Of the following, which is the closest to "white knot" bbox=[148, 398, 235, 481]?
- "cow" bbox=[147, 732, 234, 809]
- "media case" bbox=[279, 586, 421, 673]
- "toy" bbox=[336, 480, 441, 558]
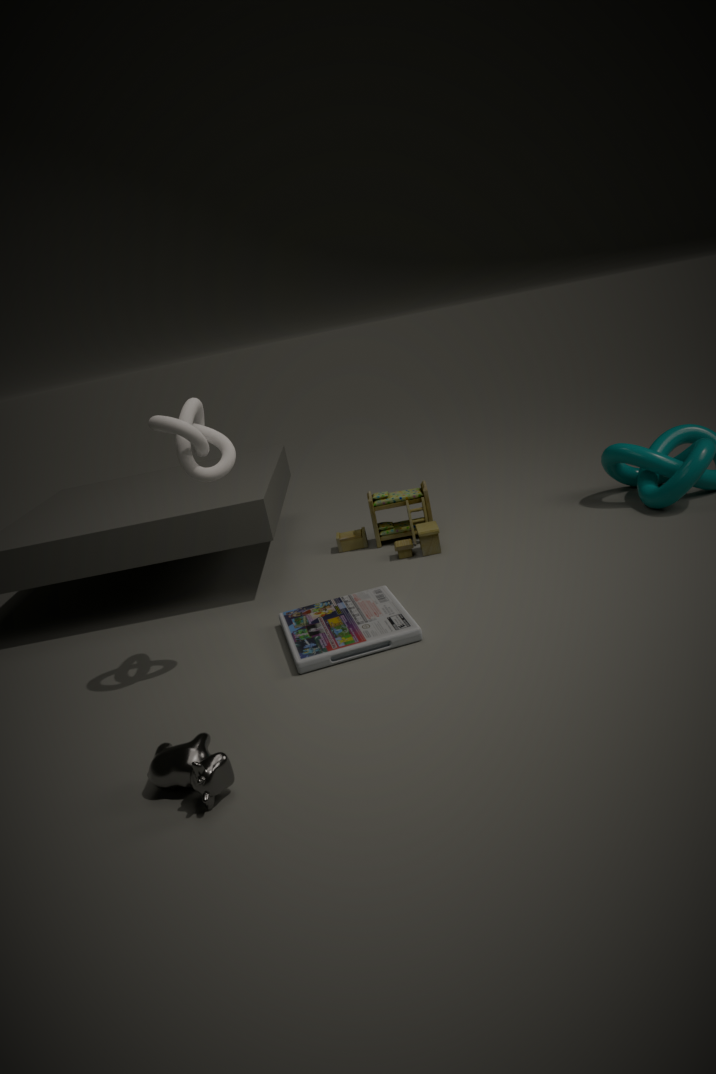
"media case" bbox=[279, 586, 421, 673]
